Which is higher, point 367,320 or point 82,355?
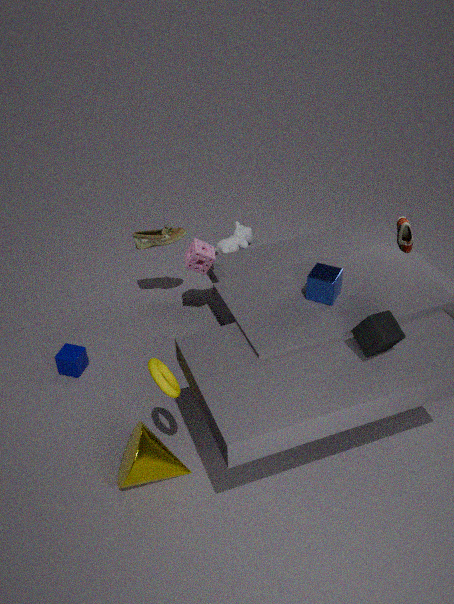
point 367,320
